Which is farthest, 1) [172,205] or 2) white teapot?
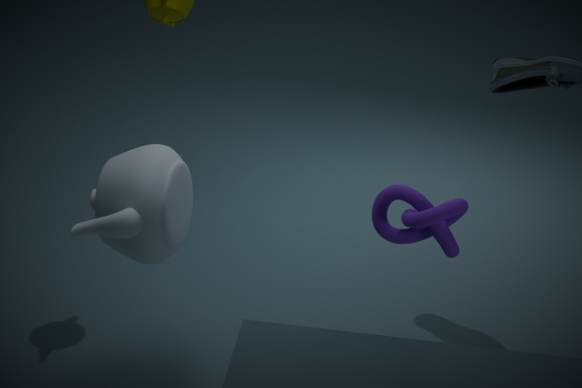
1. [172,205]
